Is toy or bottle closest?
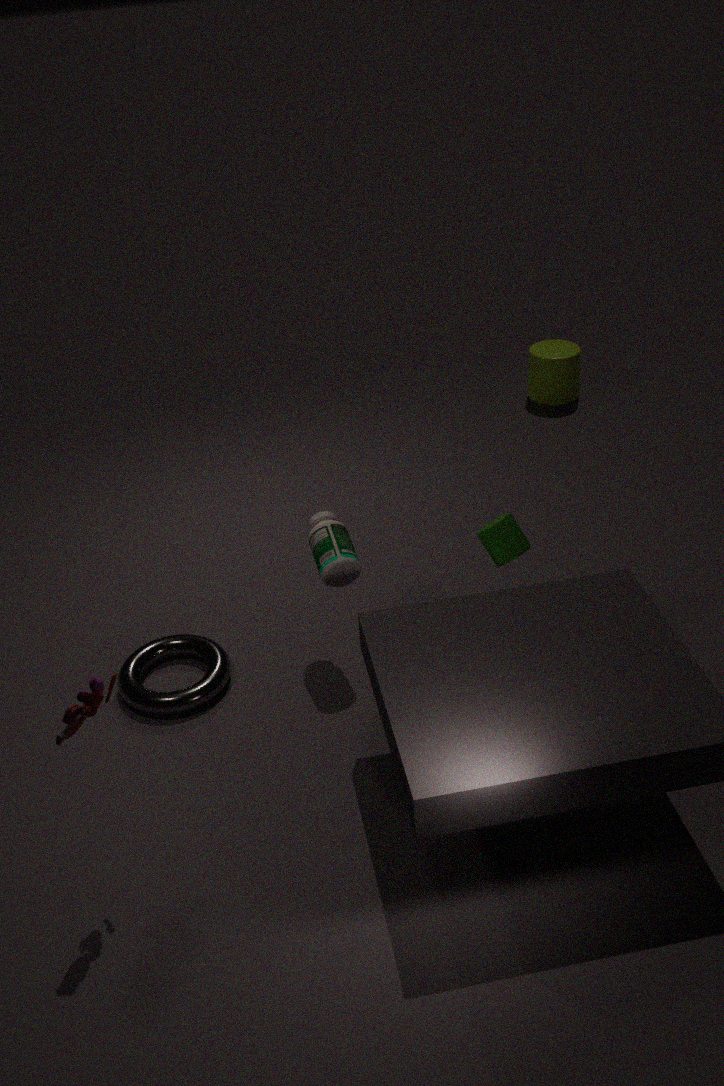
toy
